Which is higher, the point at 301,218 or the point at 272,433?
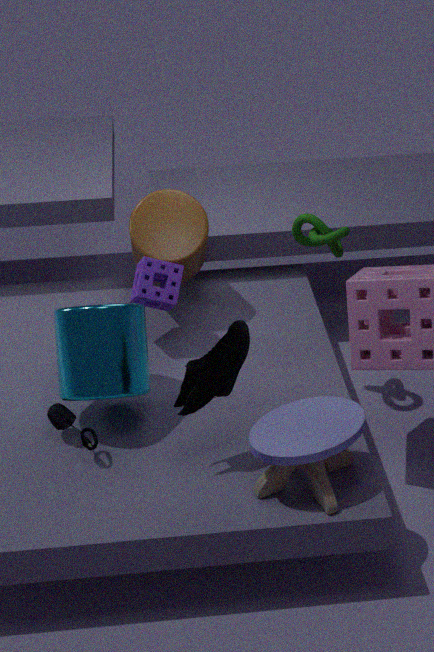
the point at 301,218
